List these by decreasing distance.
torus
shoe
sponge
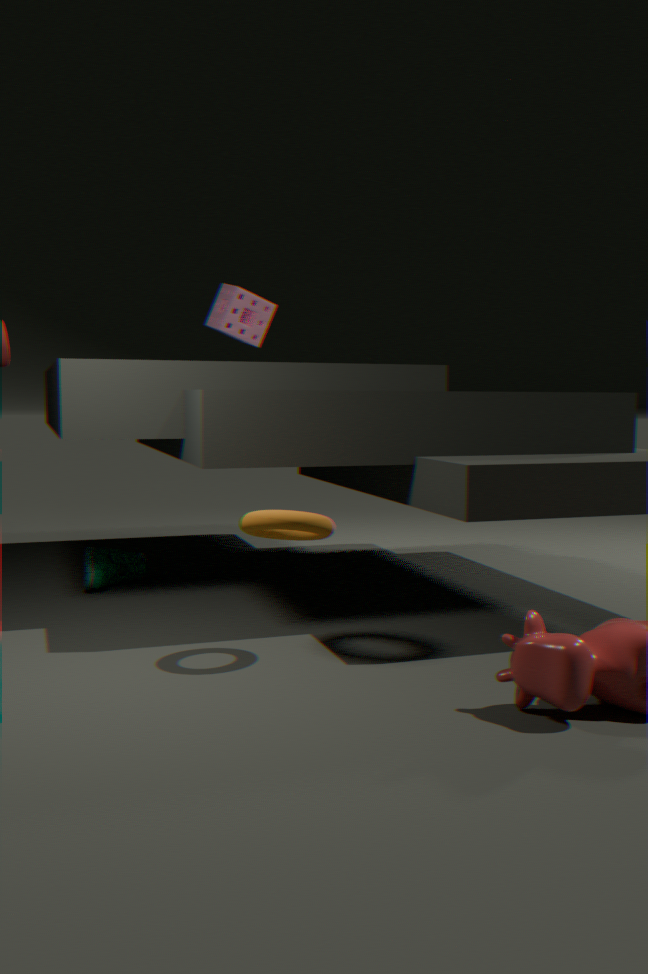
sponge → shoe → torus
